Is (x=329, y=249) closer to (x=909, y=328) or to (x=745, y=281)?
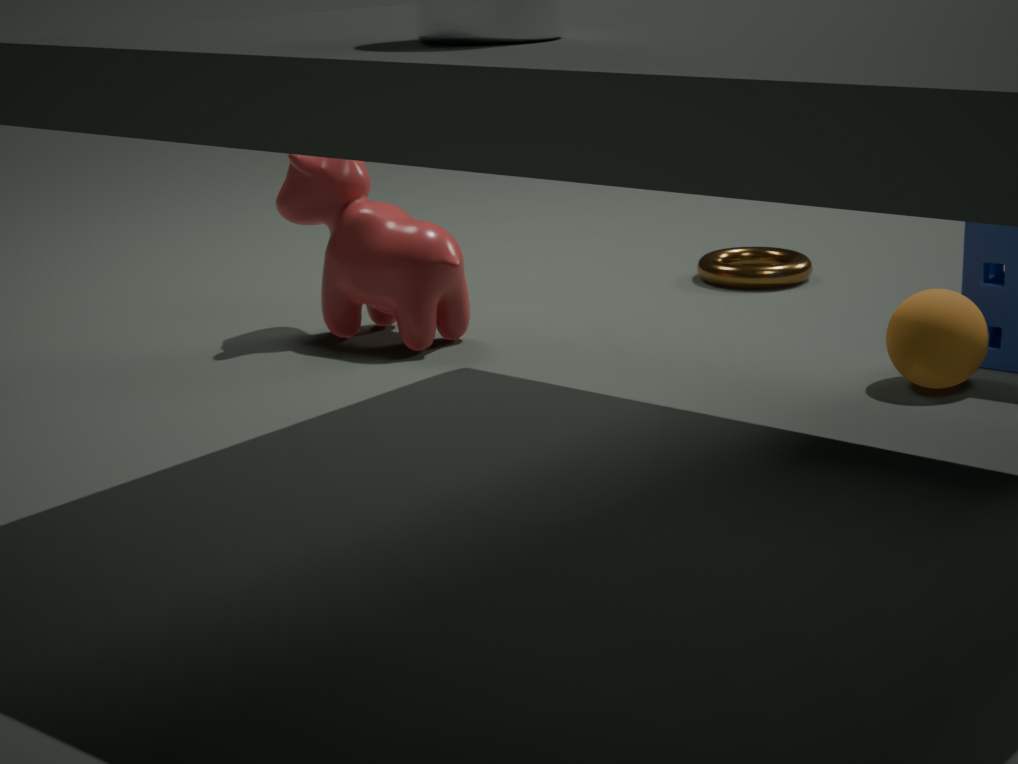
(x=745, y=281)
